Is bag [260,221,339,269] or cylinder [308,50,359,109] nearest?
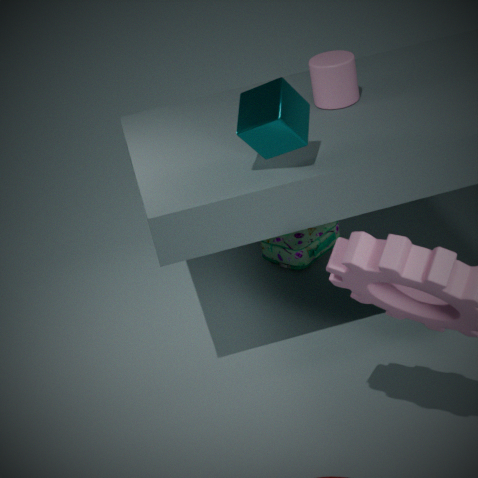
cylinder [308,50,359,109]
